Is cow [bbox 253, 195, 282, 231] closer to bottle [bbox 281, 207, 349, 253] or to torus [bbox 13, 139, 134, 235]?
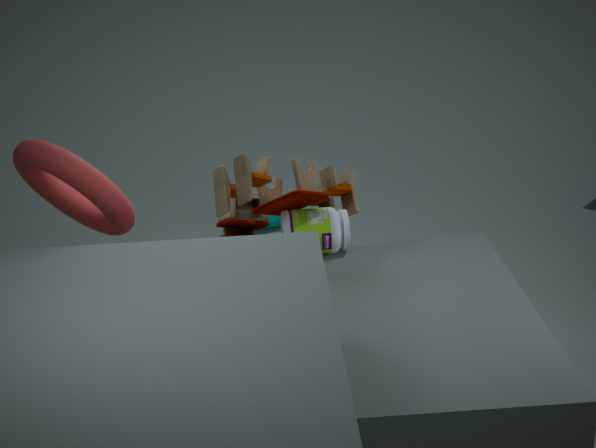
bottle [bbox 281, 207, 349, 253]
